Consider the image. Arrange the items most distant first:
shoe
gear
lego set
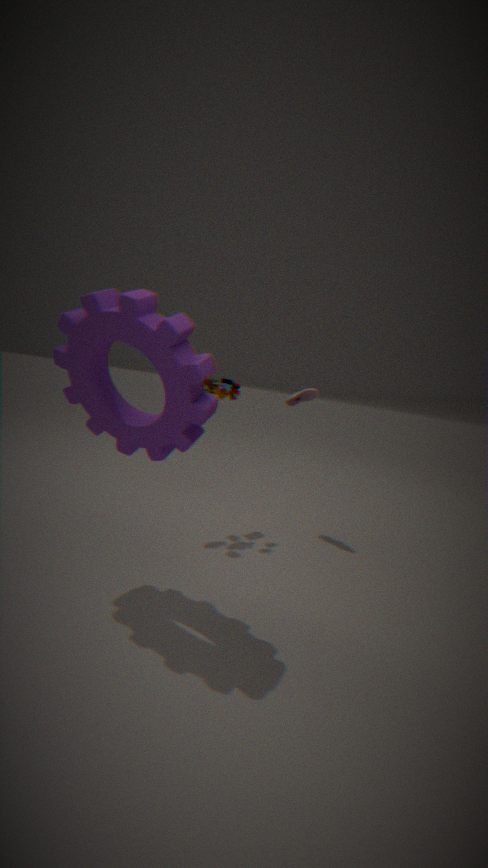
shoe, lego set, gear
